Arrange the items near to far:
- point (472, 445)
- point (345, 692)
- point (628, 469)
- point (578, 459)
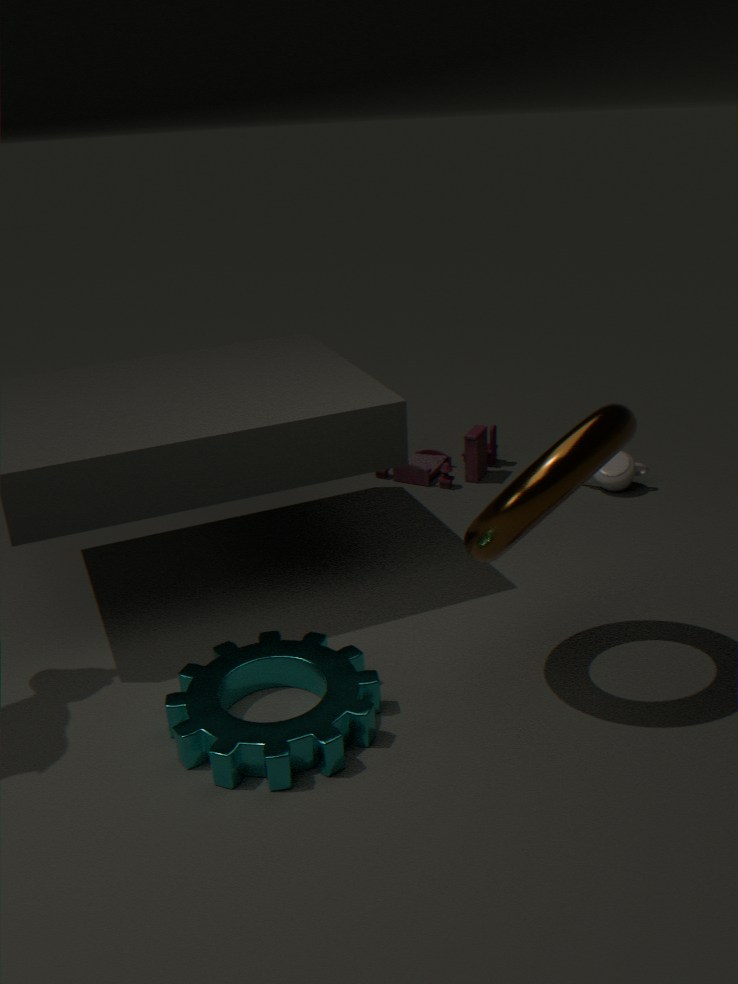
point (578, 459) < point (345, 692) < point (628, 469) < point (472, 445)
